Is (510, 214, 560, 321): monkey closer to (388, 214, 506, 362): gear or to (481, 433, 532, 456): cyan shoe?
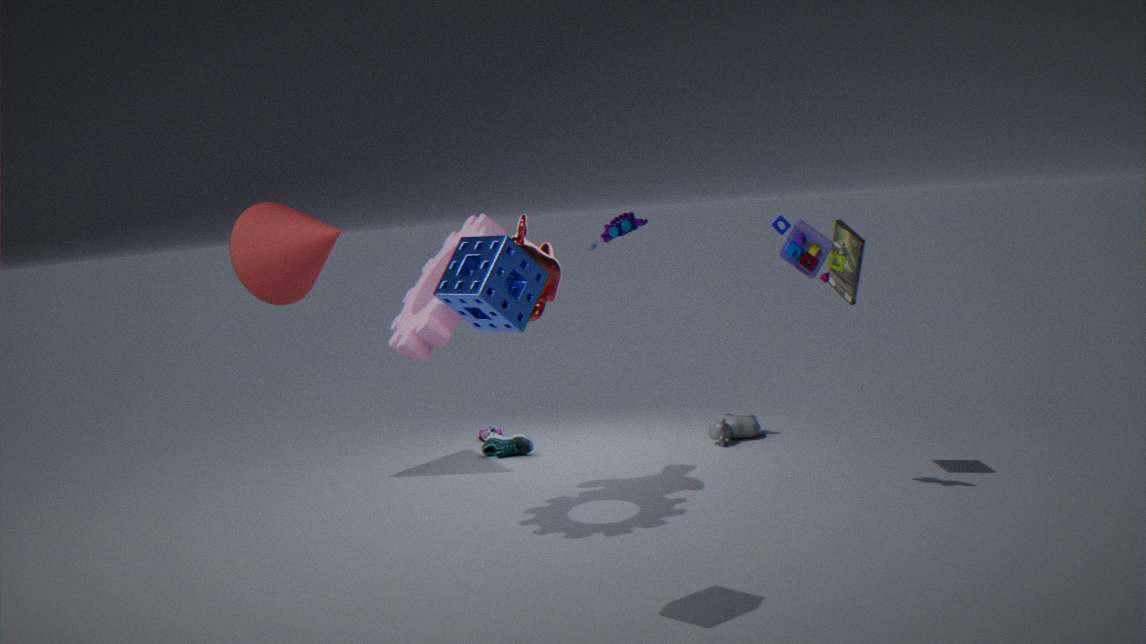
(388, 214, 506, 362): gear
